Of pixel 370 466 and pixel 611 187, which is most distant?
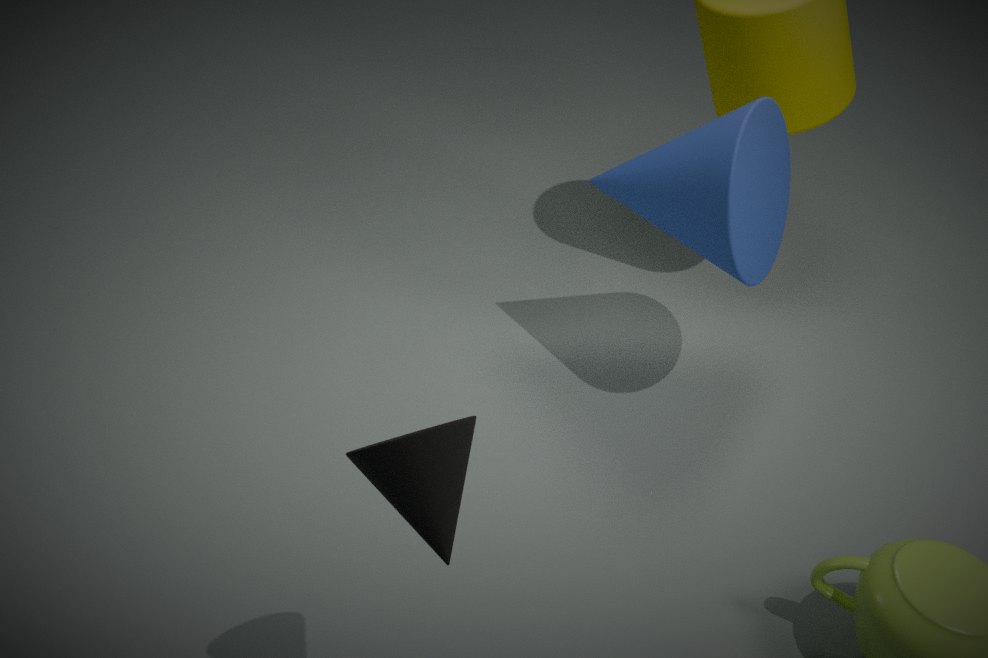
pixel 611 187
